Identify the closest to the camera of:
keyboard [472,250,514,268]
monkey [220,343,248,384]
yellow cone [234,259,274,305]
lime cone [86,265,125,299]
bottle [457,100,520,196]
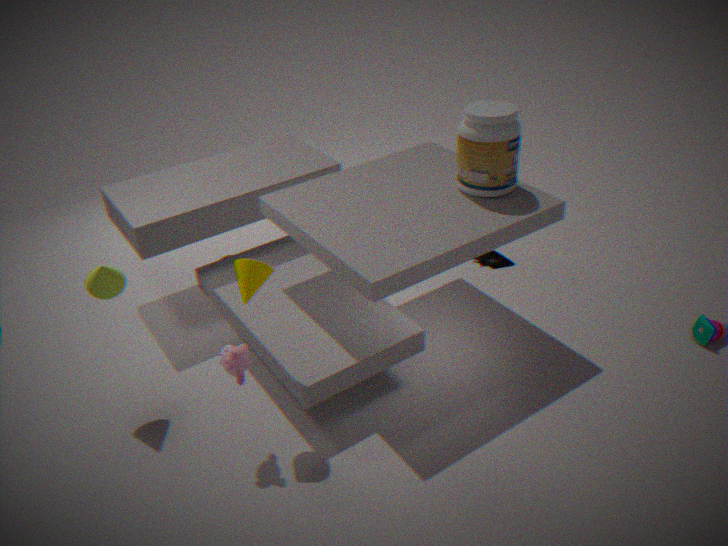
yellow cone [234,259,274,305]
